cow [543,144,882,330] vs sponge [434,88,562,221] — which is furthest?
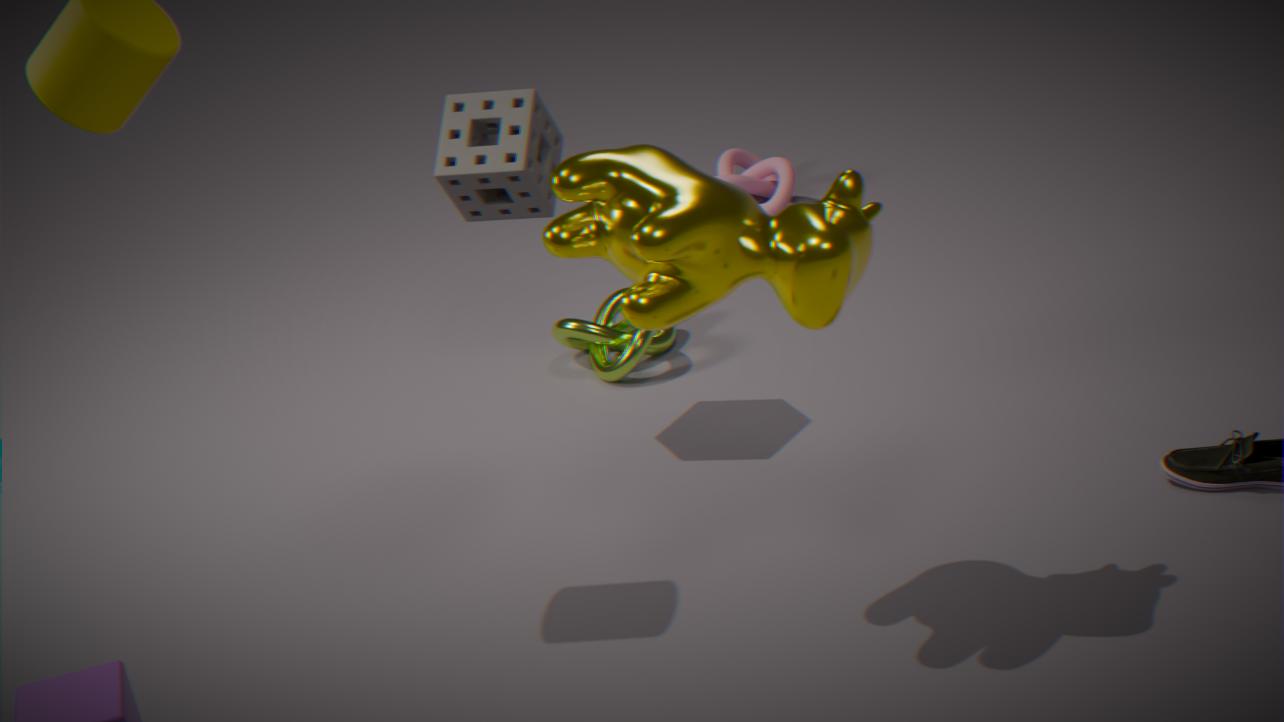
sponge [434,88,562,221]
